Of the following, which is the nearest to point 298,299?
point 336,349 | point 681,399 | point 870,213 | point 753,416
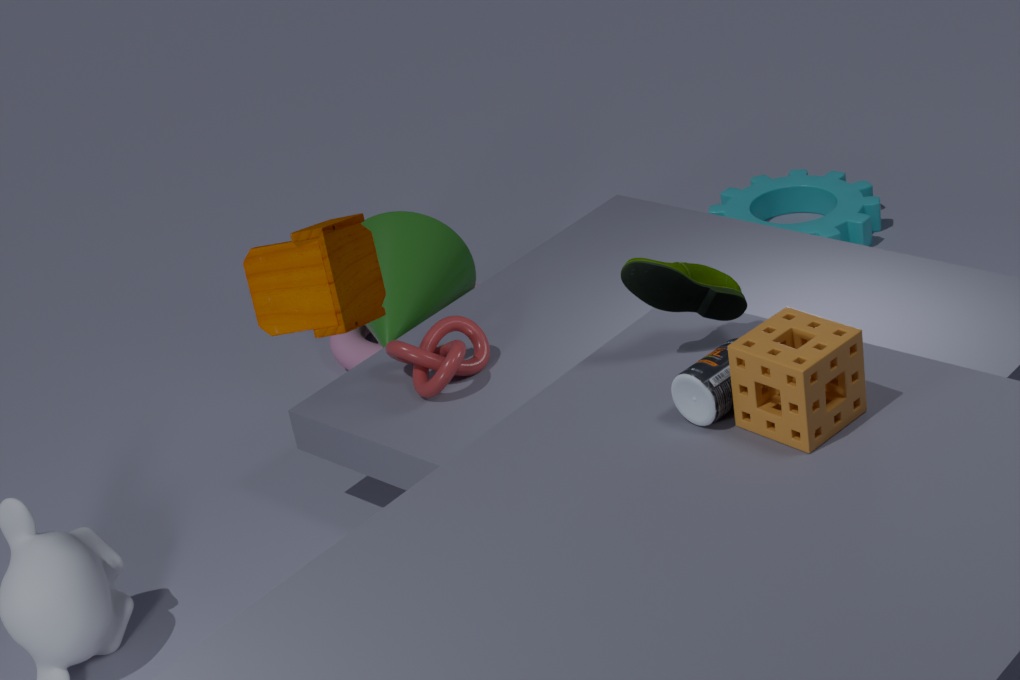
point 681,399
